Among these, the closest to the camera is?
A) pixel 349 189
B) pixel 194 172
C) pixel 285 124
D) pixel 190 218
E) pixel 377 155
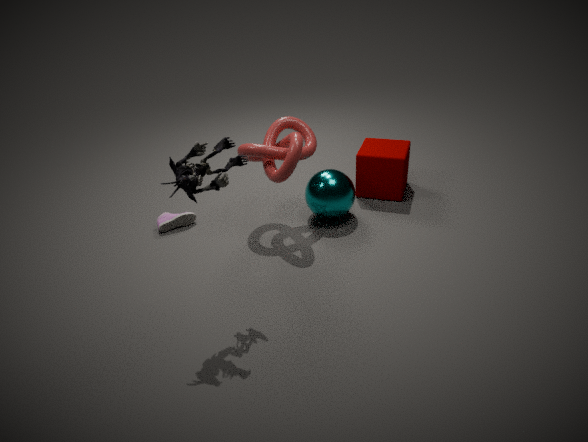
pixel 194 172
